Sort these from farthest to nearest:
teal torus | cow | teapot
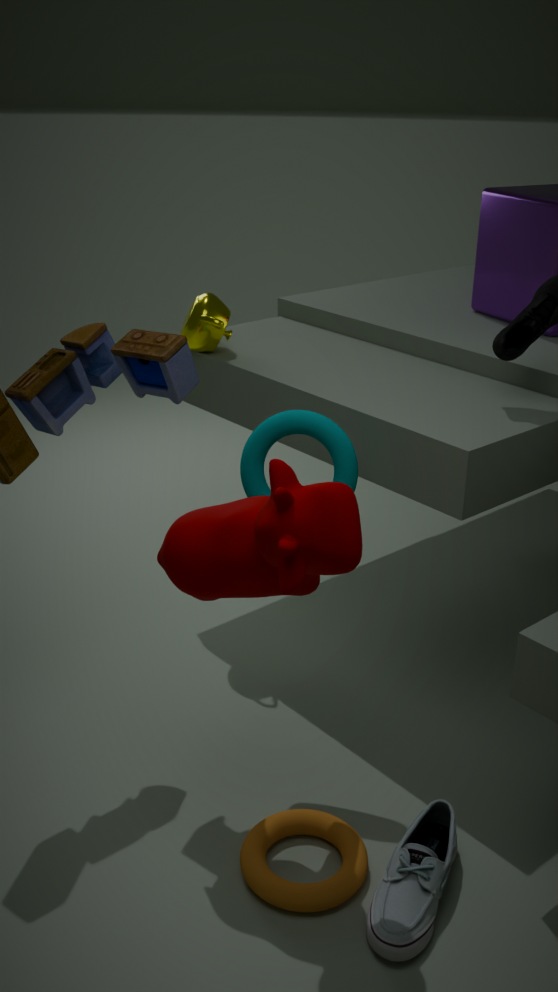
teapot → teal torus → cow
